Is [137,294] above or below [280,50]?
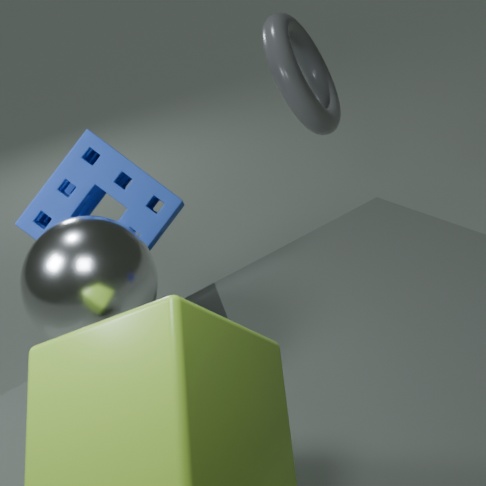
below
